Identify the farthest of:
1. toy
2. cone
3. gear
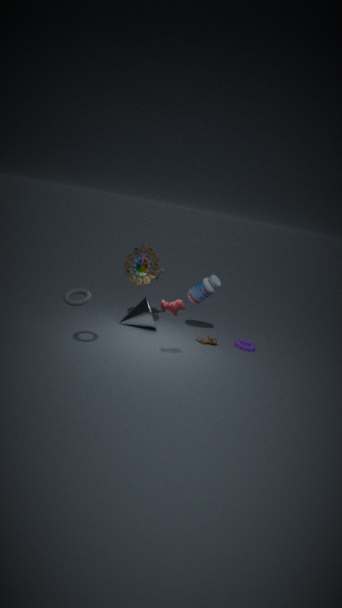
gear
